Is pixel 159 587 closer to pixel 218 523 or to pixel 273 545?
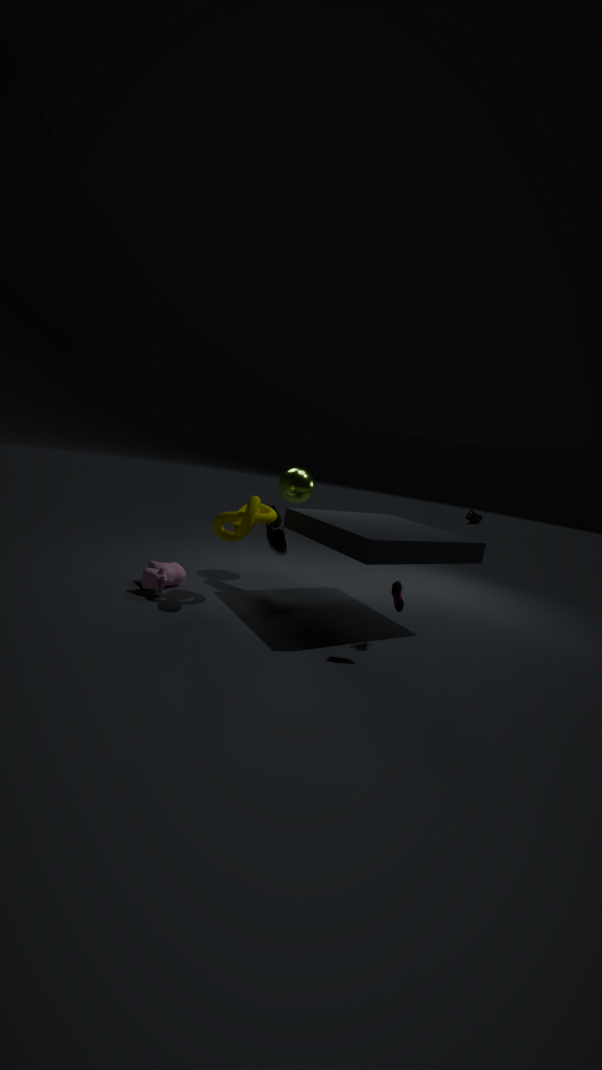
pixel 218 523
